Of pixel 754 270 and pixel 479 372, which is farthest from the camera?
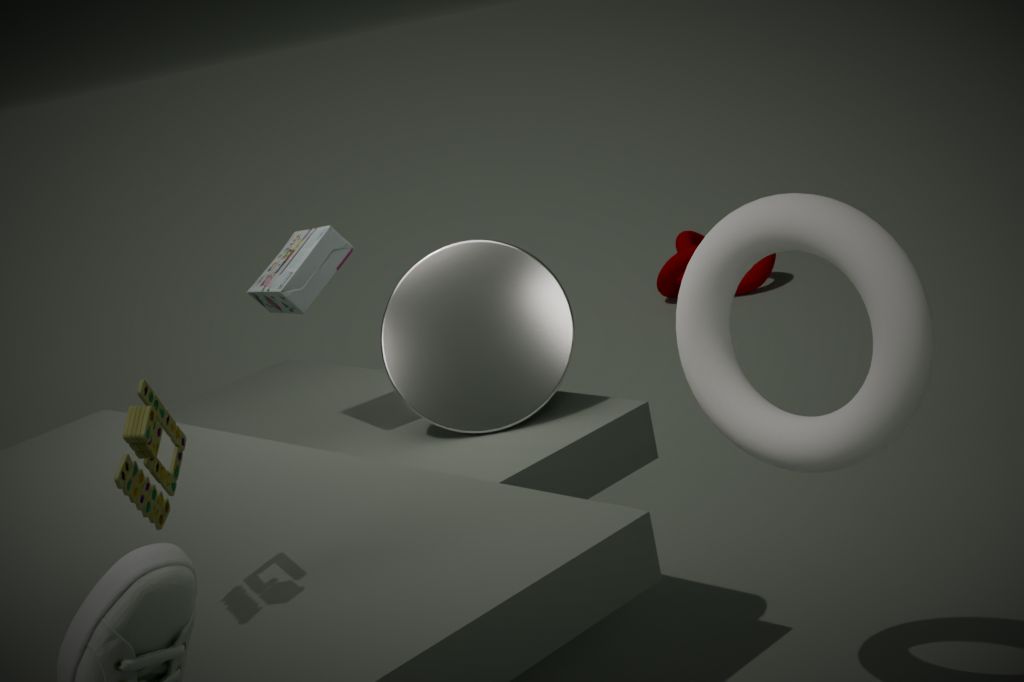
pixel 754 270
